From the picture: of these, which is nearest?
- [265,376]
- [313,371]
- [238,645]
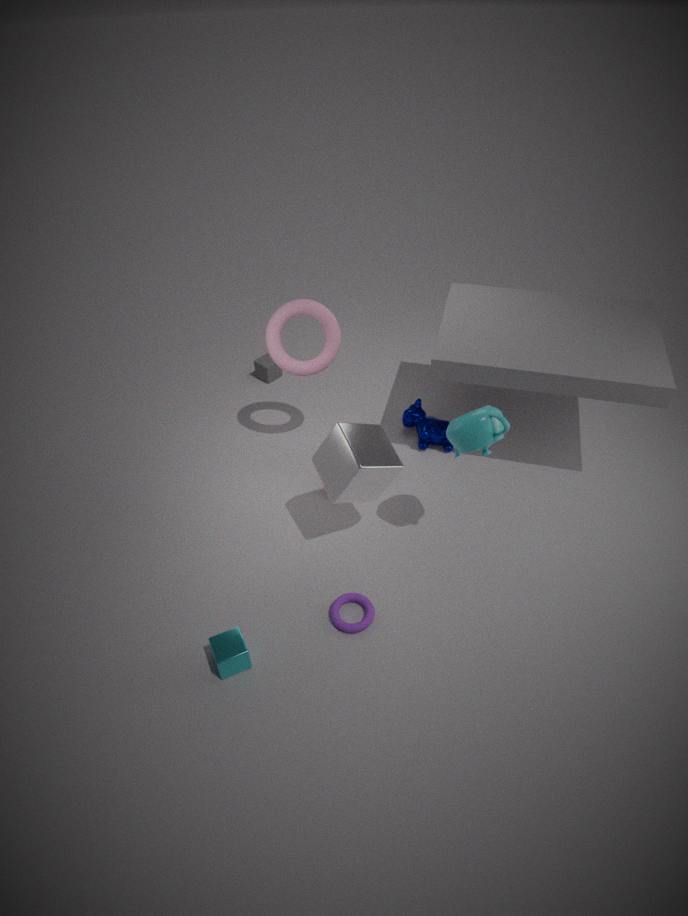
[238,645]
